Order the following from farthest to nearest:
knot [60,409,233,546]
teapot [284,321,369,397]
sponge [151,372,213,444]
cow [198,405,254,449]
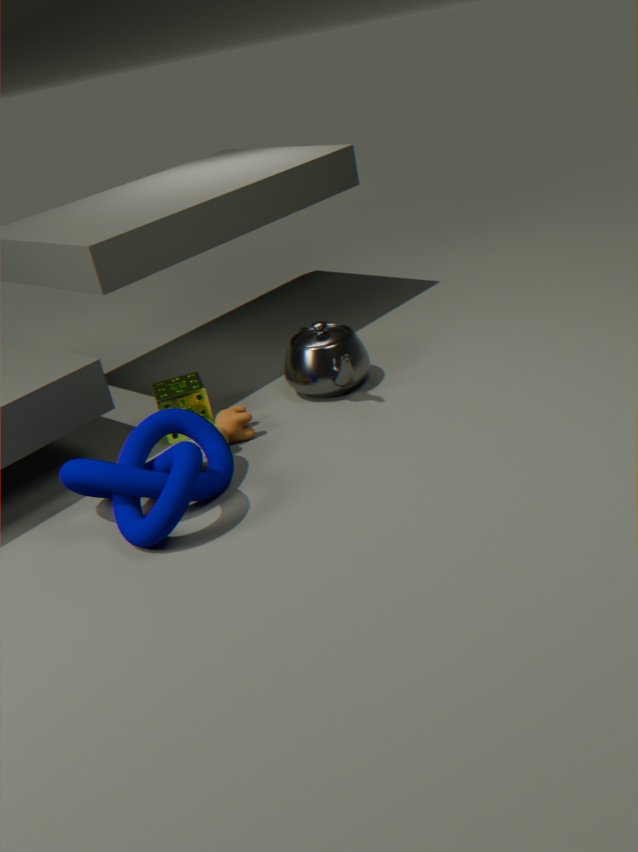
1. teapot [284,321,369,397]
2. sponge [151,372,213,444]
3. cow [198,405,254,449]
4. knot [60,409,233,546]
